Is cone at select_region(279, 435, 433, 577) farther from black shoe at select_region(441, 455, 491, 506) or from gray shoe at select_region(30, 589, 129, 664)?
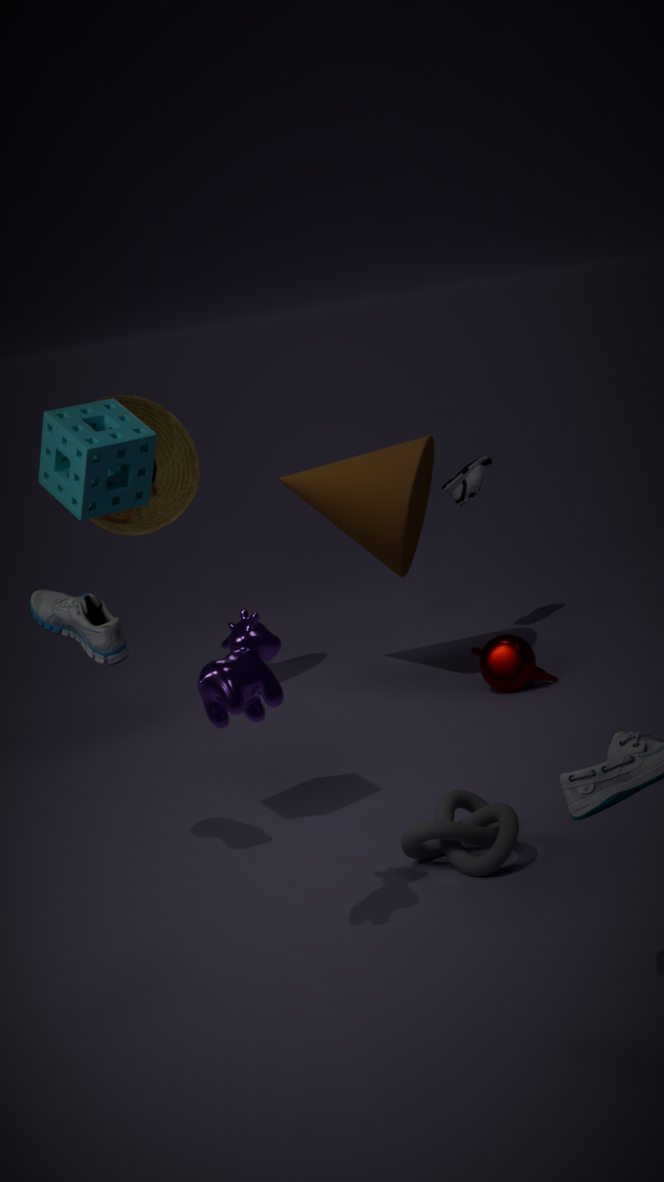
gray shoe at select_region(30, 589, 129, 664)
